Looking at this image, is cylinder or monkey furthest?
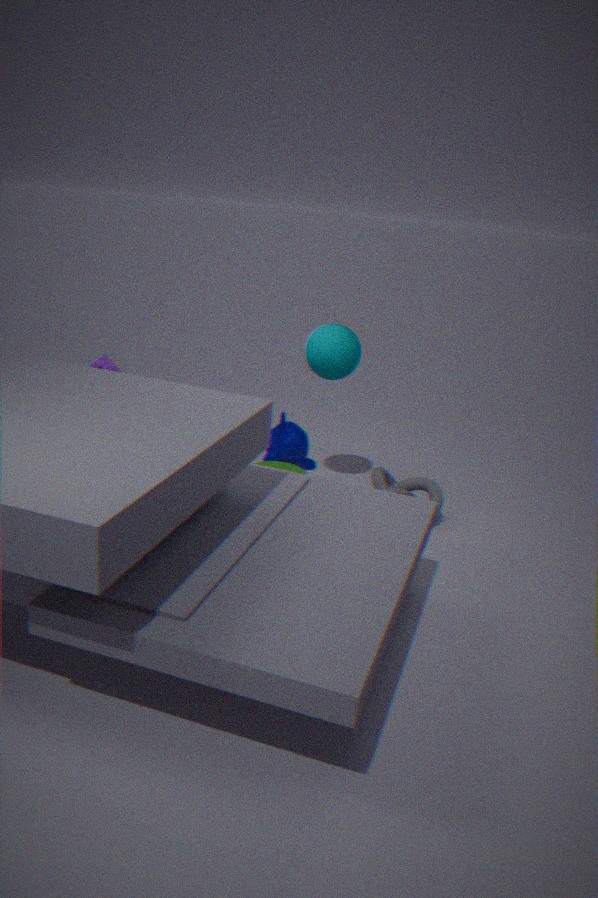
monkey
